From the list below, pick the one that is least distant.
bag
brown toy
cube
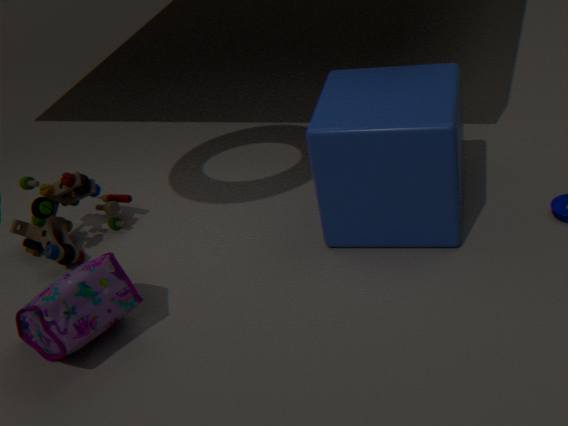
bag
